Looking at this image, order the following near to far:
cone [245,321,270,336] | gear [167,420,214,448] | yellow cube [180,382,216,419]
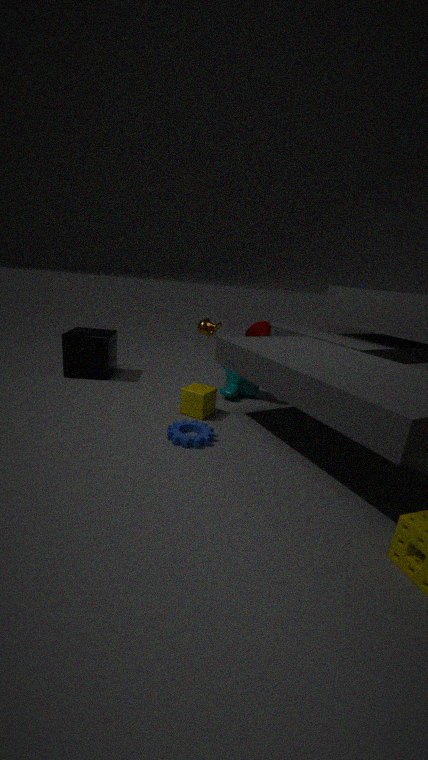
gear [167,420,214,448]
yellow cube [180,382,216,419]
cone [245,321,270,336]
